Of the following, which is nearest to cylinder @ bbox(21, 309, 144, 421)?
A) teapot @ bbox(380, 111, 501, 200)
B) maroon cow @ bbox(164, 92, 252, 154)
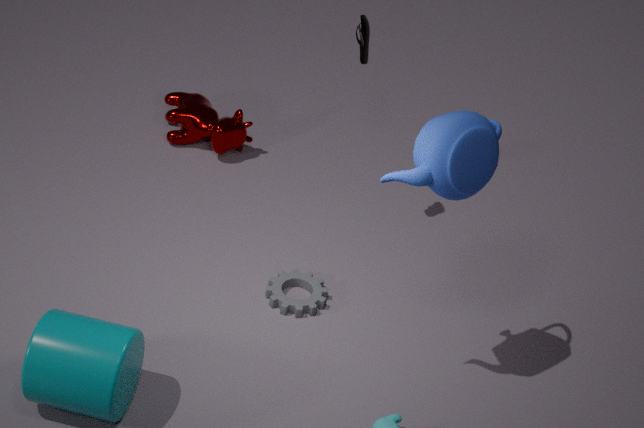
teapot @ bbox(380, 111, 501, 200)
